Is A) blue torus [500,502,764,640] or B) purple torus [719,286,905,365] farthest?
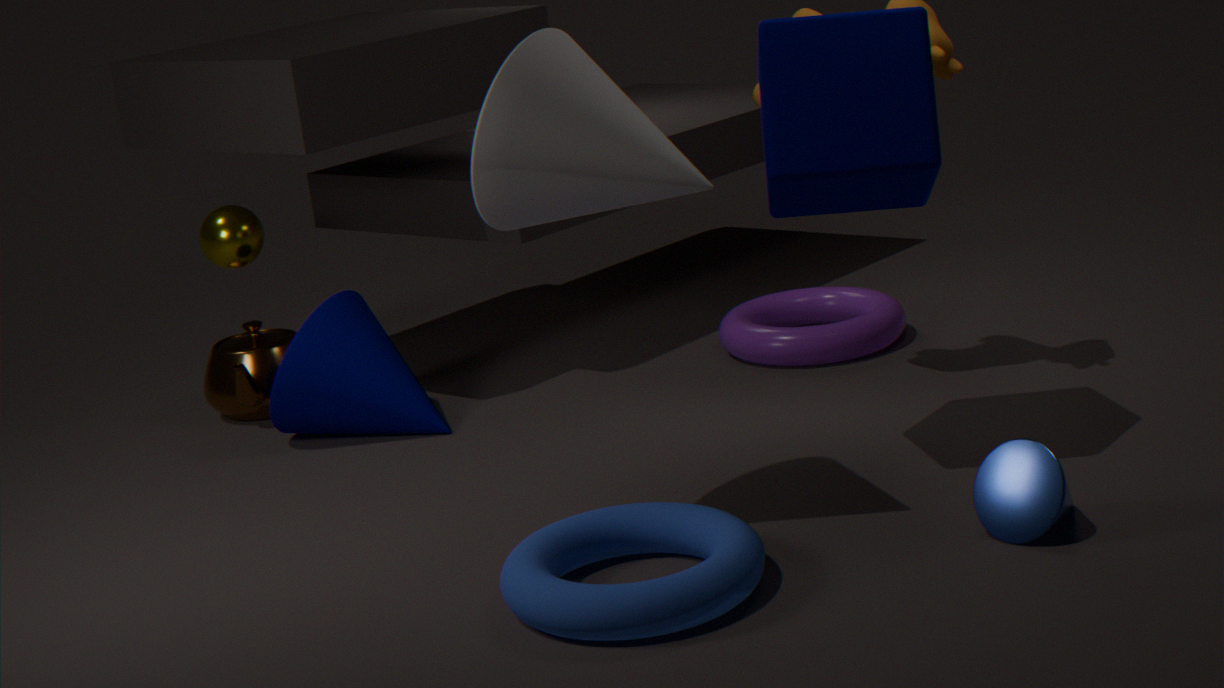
B. purple torus [719,286,905,365]
